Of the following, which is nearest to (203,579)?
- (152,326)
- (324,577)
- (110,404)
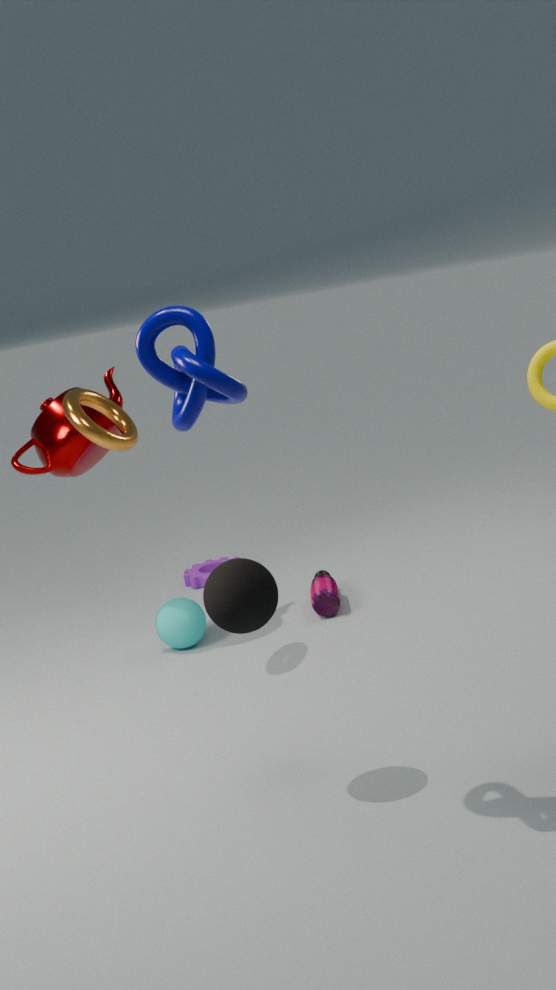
(324,577)
